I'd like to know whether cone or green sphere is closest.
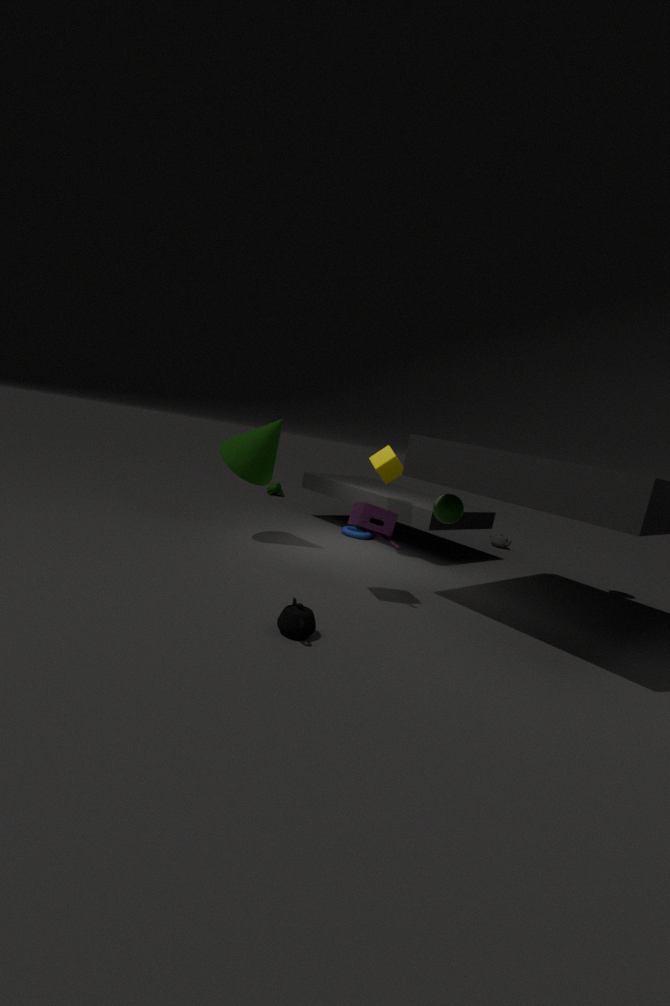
green sphere
